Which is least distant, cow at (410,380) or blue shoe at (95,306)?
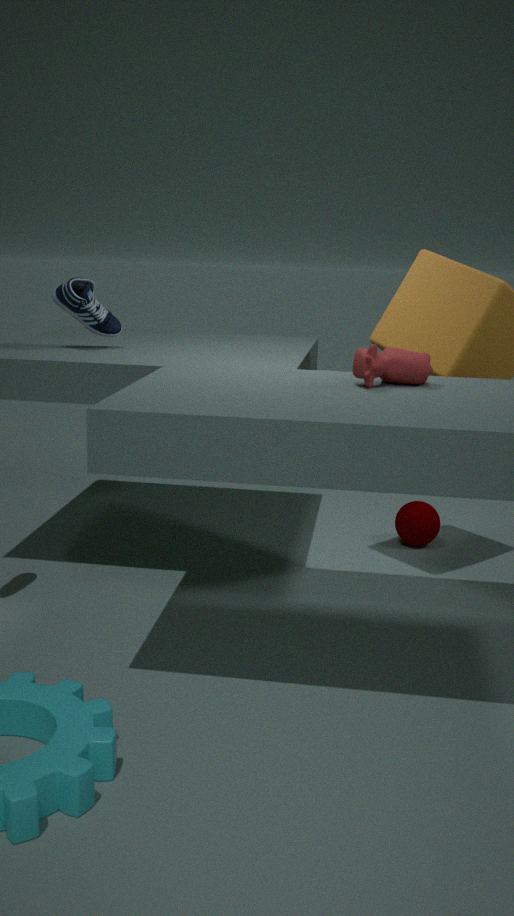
cow at (410,380)
